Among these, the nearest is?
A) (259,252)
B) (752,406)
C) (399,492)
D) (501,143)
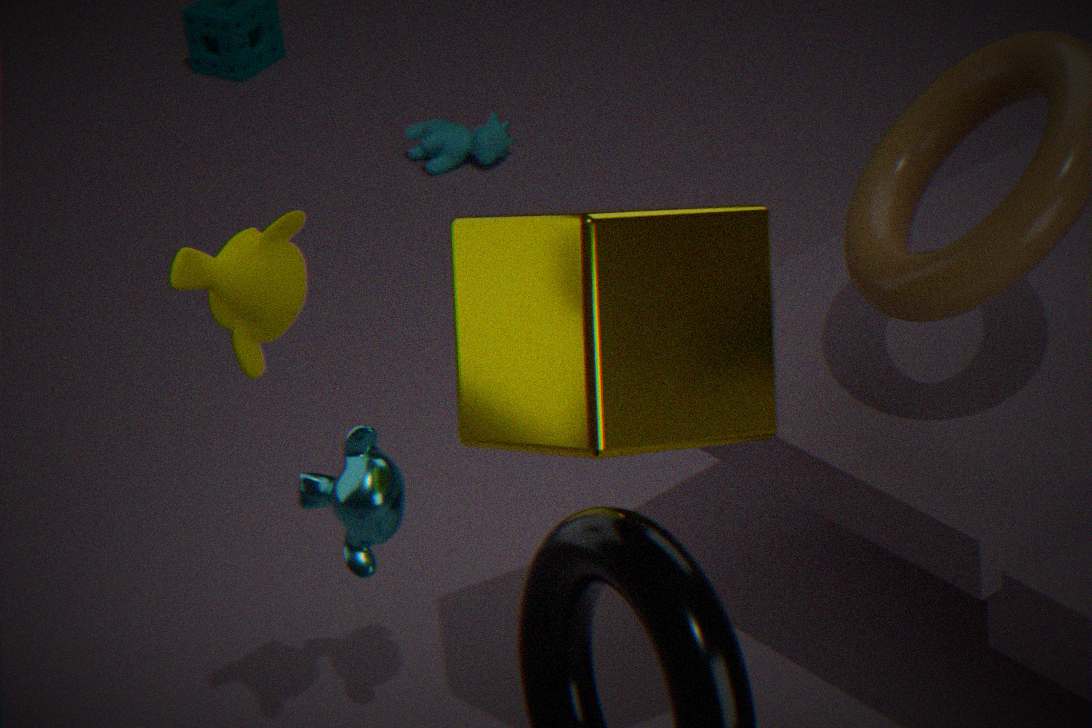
(259,252)
